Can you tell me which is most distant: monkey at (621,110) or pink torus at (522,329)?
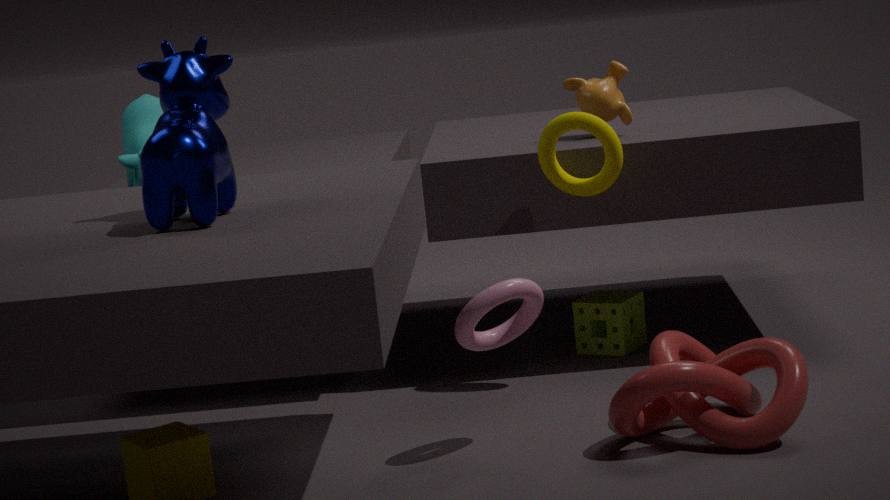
monkey at (621,110)
